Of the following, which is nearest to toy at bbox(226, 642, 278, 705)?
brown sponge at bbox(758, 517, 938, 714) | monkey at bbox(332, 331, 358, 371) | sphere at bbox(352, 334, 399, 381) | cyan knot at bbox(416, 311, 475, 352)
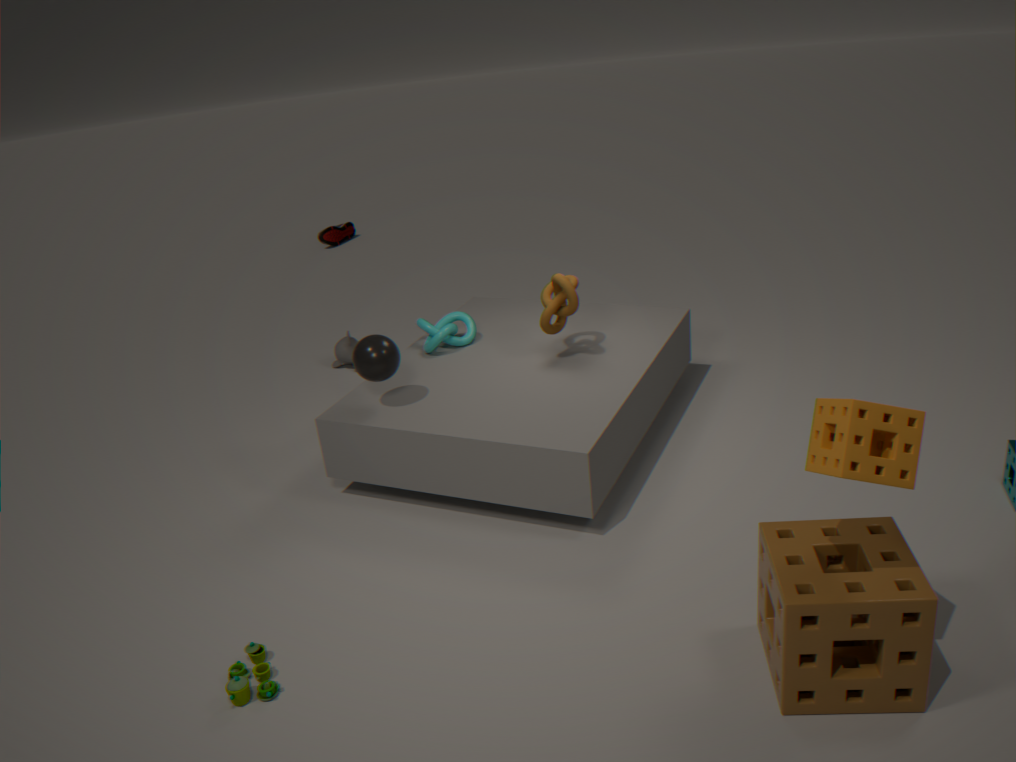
sphere at bbox(352, 334, 399, 381)
